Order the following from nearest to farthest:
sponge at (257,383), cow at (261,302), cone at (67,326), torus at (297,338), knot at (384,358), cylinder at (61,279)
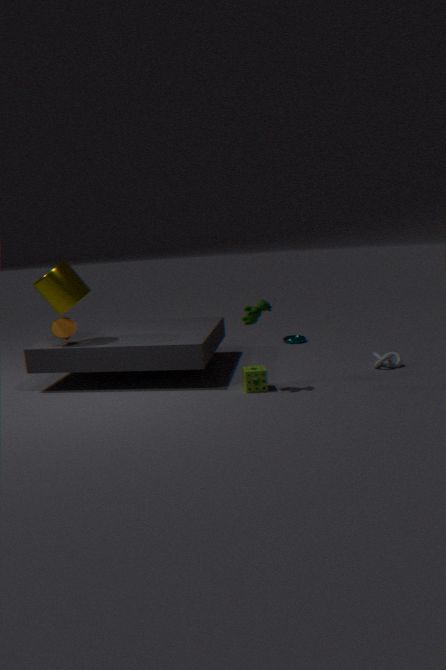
cow at (261,302) < sponge at (257,383) < cylinder at (61,279) < cone at (67,326) < knot at (384,358) < torus at (297,338)
